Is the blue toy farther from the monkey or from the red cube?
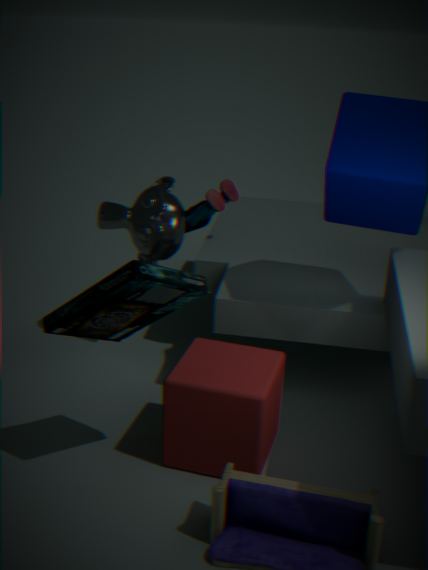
the red cube
